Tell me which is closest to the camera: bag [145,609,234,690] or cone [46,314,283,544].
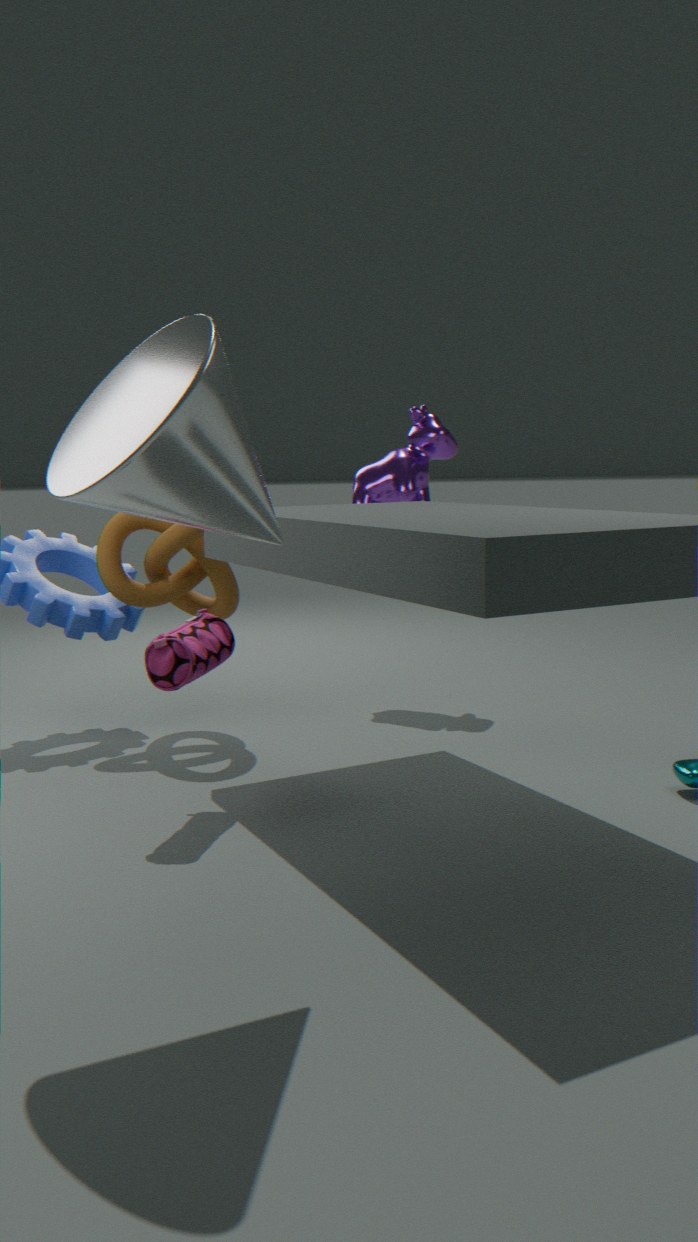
cone [46,314,283,544]
